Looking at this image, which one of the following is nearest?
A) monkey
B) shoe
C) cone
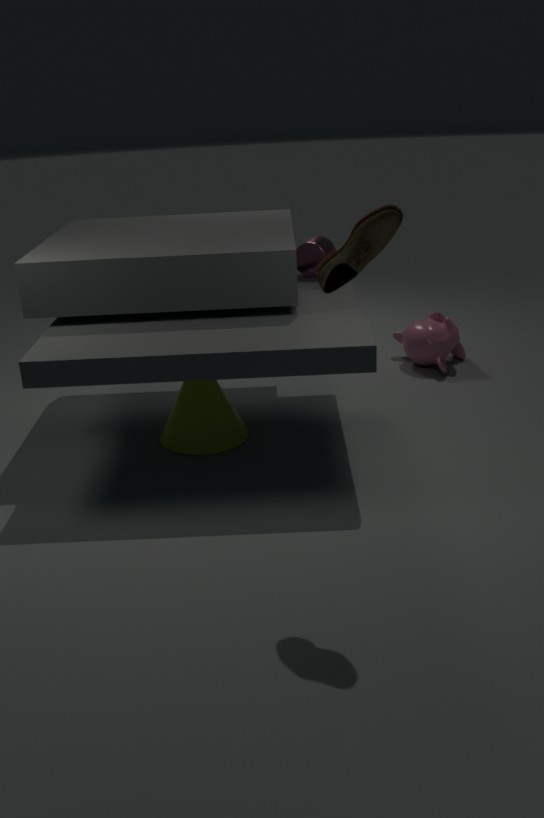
shoe
